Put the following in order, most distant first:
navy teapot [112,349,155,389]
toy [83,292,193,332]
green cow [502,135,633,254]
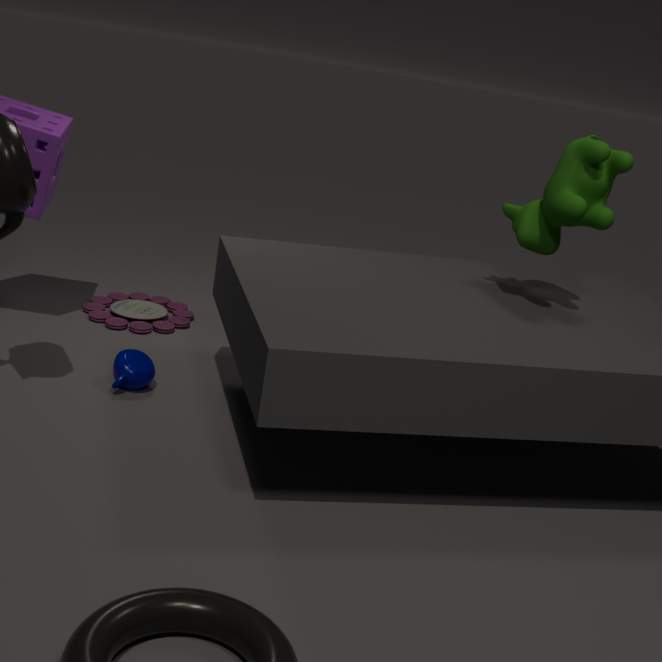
toy [83,292,193,332], navy teapot [112,349,155,389], green cow [502,135,633,254]
